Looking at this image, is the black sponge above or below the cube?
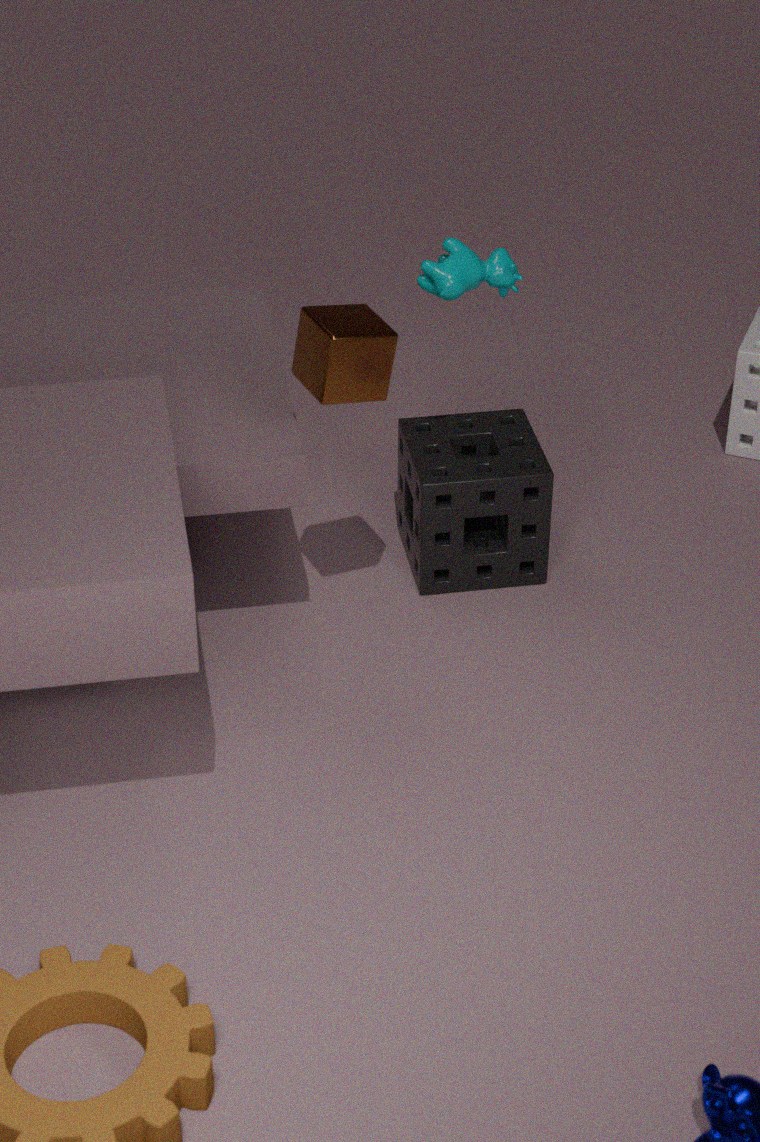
below
